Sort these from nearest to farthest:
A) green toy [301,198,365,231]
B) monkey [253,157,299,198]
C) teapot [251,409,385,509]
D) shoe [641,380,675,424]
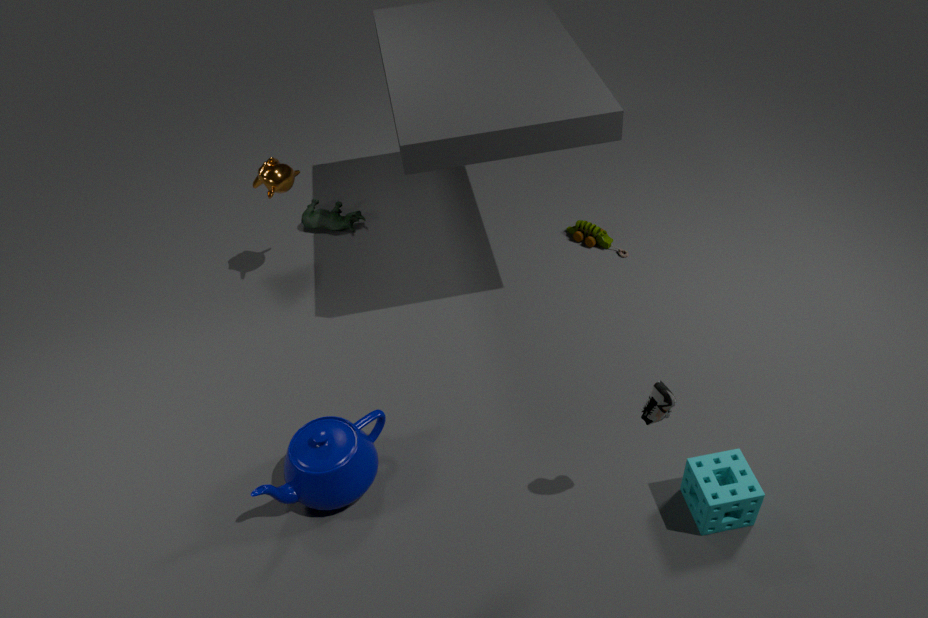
1. shoe [641,380,675,424]
2. teapot [251,409,385,509]
3. monkey [253,157,299,198]
4. green toy [301,198,365,231]
